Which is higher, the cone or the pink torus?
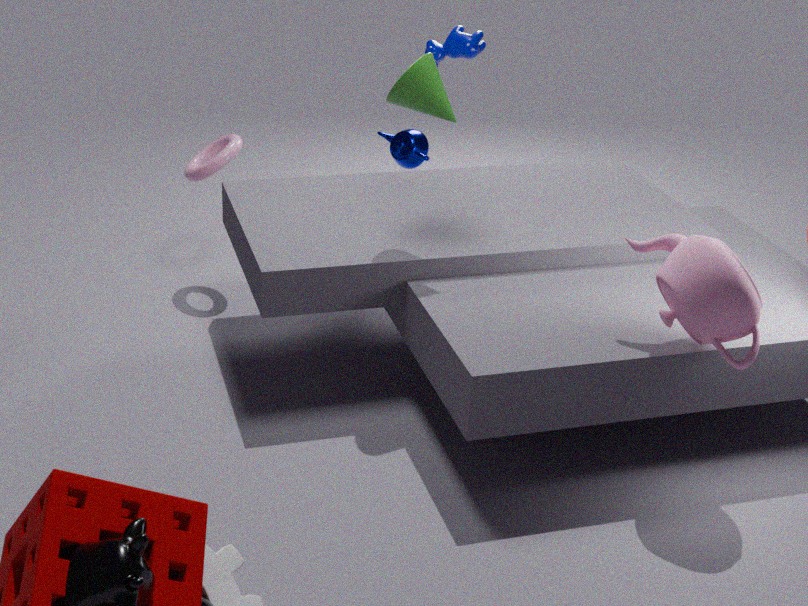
the cone
